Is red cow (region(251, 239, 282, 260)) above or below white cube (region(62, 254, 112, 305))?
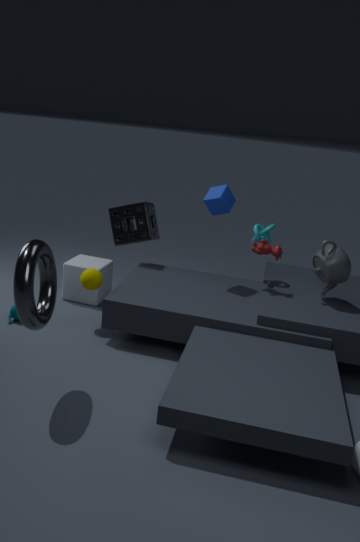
above
